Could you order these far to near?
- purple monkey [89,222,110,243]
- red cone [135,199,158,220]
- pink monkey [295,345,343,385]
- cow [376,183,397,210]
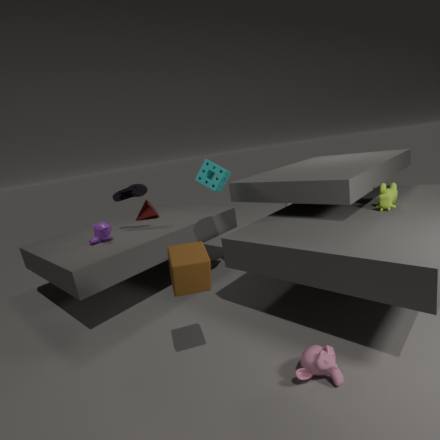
red cone [135,199,158,220]
purple monkey [89,222,110,243]
cow [376,183,397,210]
pink monkey [295,345,343,385]
